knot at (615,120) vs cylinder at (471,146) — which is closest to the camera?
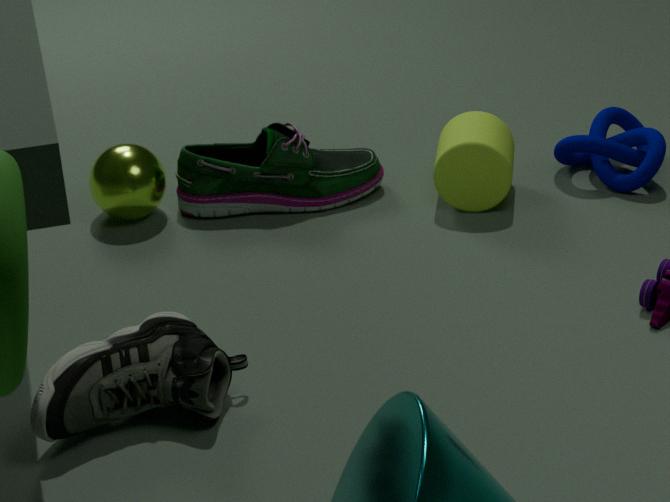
cylinder at (471,146)
